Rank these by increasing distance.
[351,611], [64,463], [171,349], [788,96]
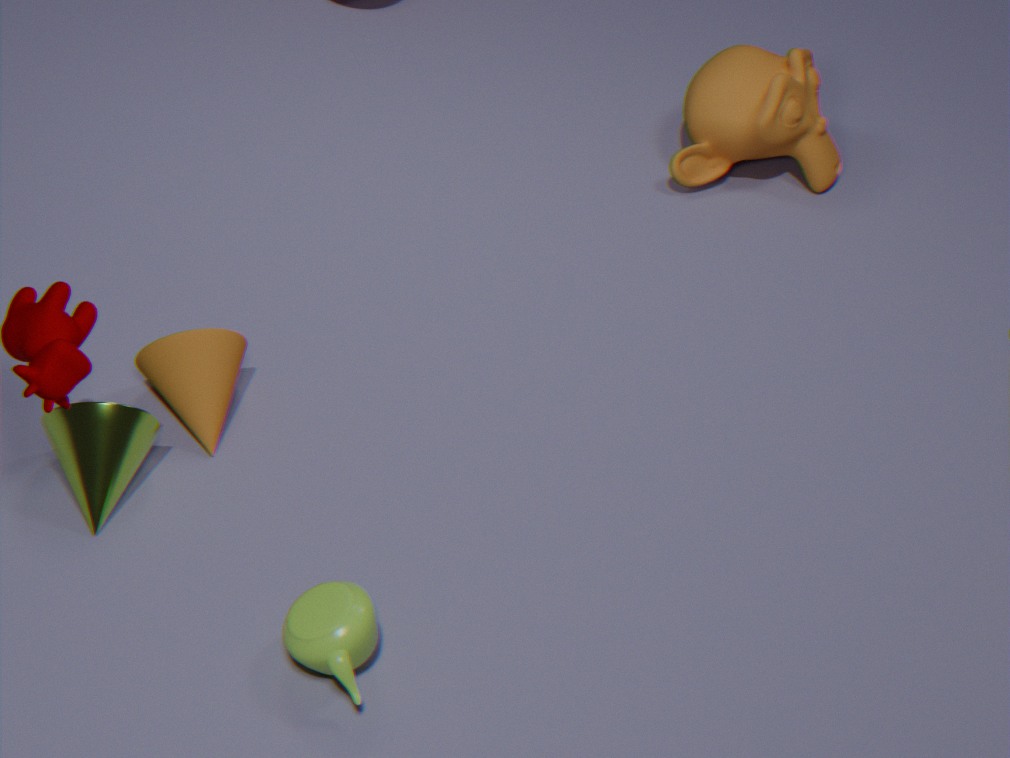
[351,611] → [64,463] → [171,349] → [788,96]
